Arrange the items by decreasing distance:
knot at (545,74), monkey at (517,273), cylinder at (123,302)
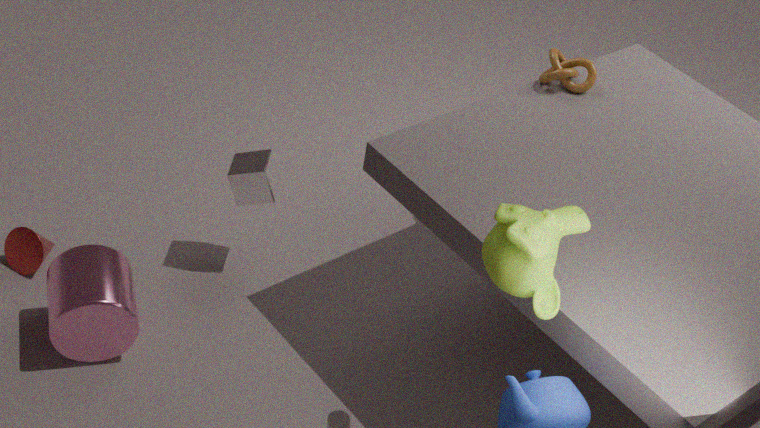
1. knot at (545,74)
2. cylinder at (123,302)
3. monkey at (517,273)
